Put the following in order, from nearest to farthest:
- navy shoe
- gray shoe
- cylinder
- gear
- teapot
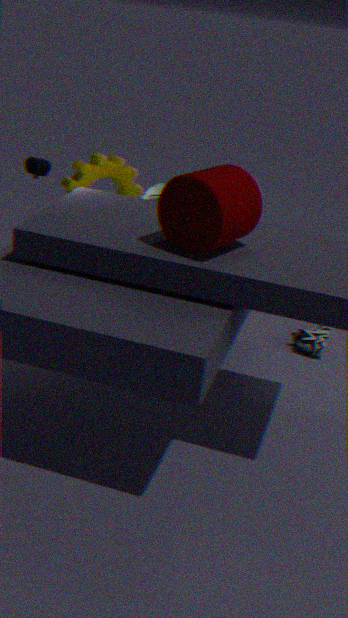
cylinder, gray shoe, navy shoe, gear, teapot
